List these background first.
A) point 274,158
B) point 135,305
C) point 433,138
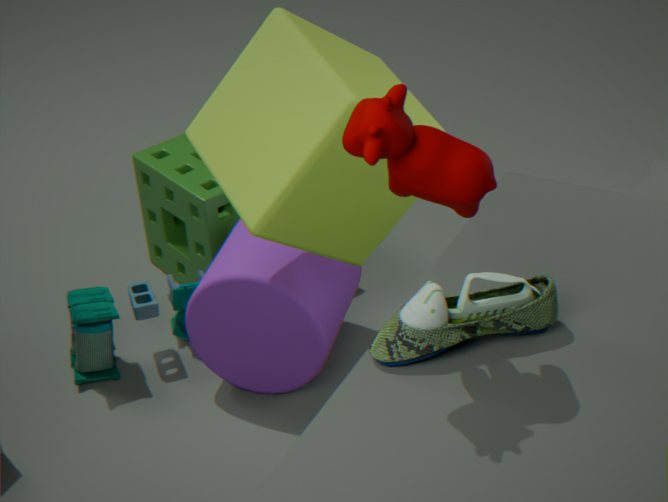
point 135,305 → point 274,158 → point 433,138
